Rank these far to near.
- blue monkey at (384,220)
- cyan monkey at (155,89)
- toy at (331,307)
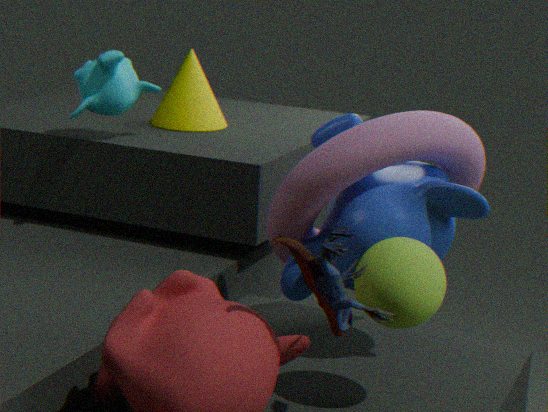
cyan monkey at (155,89)
blue monkey at (384,220)
toy at (331,307)
